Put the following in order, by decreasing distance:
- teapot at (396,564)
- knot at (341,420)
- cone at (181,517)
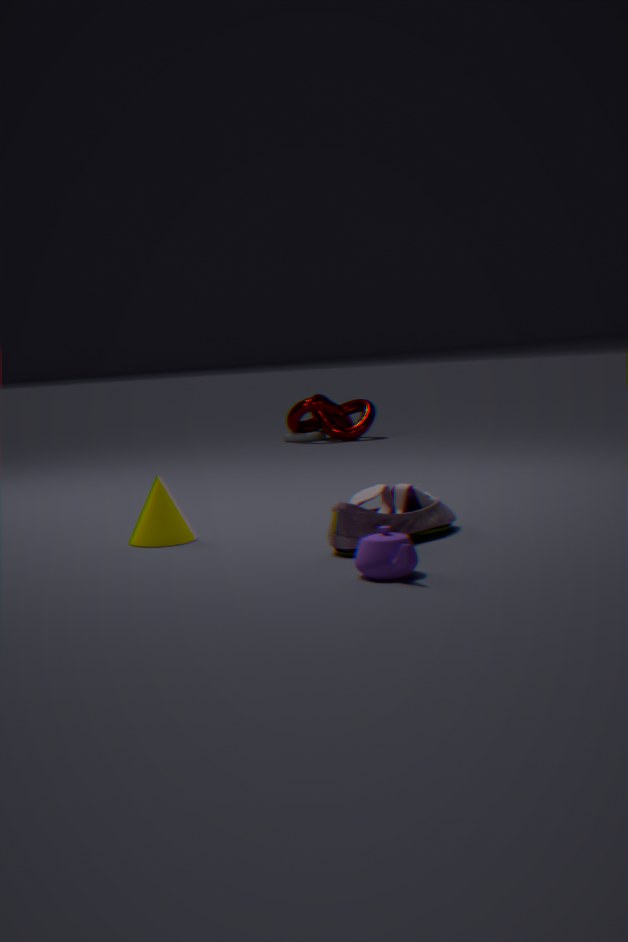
1. knot at (341,420)
2. cone at (181,517)
3. teapot at (396,564)
